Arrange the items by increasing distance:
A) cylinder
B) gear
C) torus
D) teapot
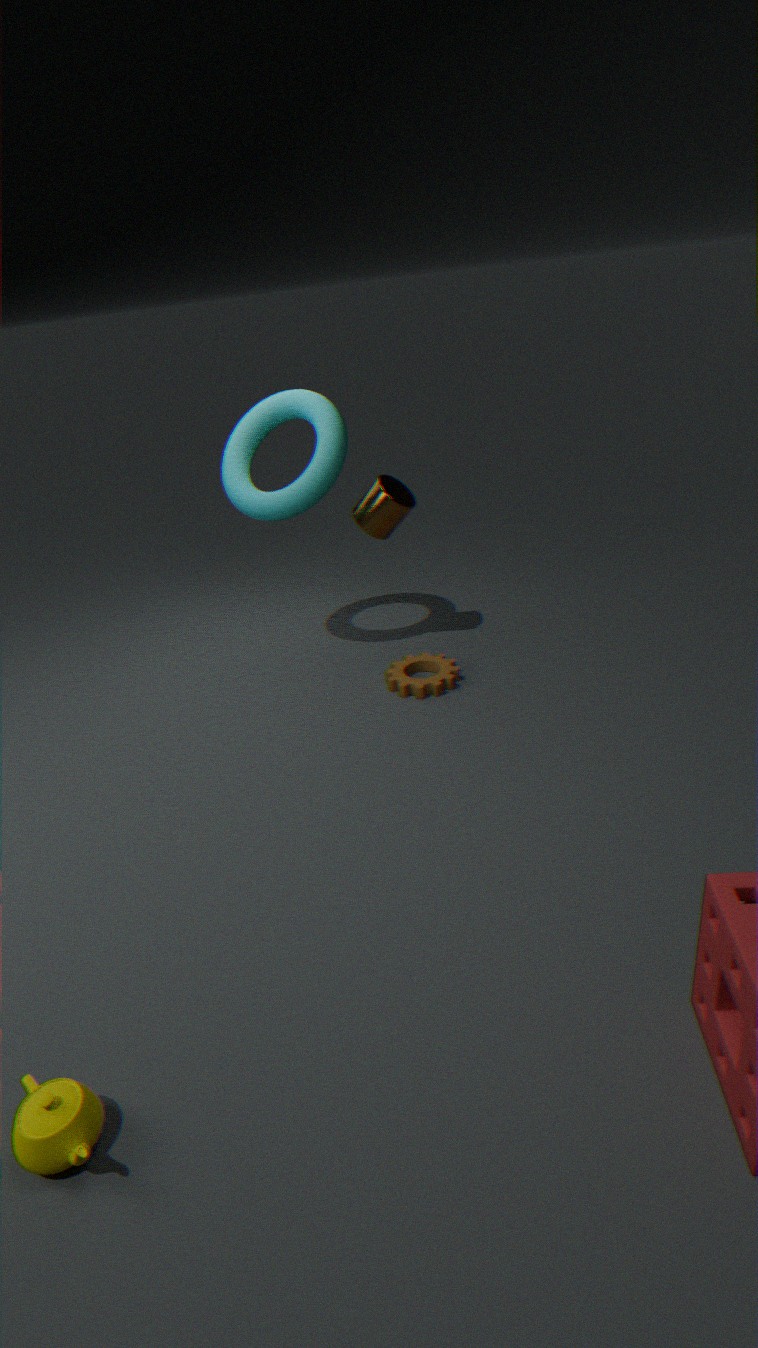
teapot
gear
torus
cylinder
